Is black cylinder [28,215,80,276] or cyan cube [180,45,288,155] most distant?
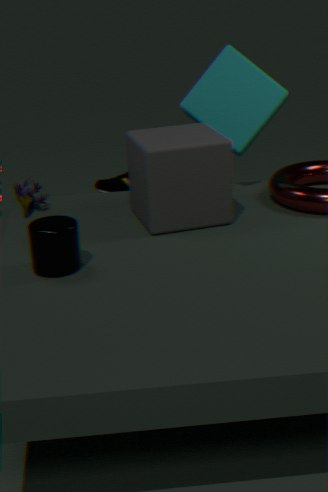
cyan cube [180,45,288,155]
